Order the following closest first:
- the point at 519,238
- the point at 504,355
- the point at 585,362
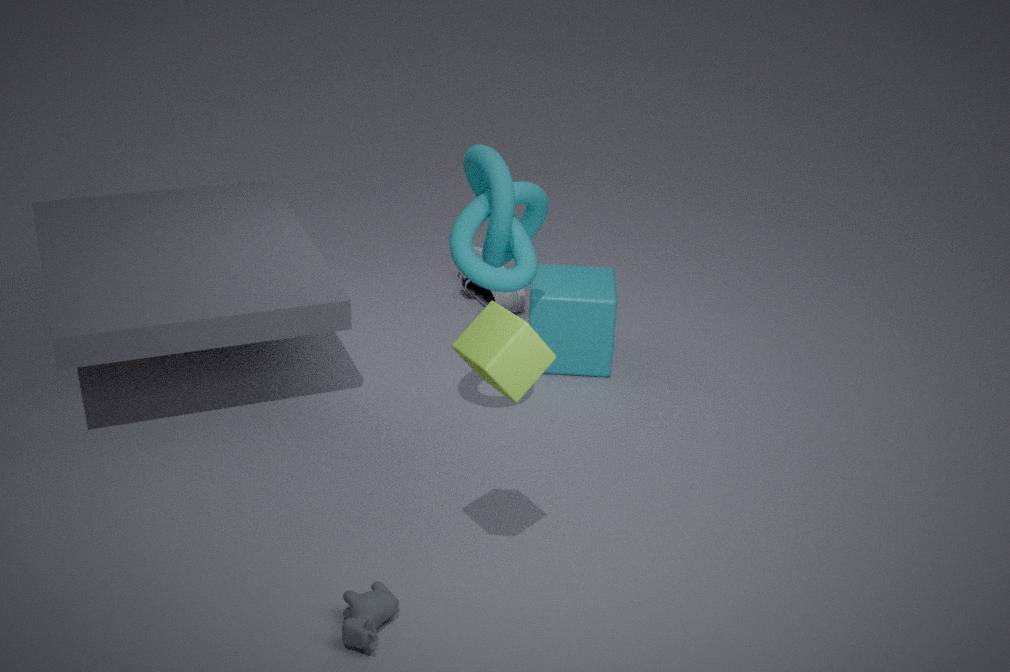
the point at 504,355, the point at 519,238, the point at 585,362
